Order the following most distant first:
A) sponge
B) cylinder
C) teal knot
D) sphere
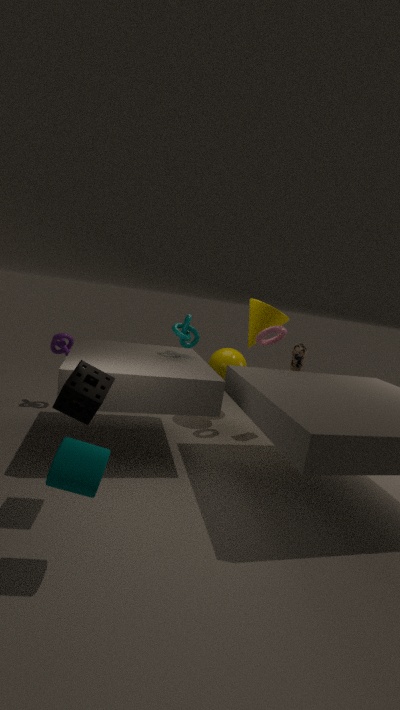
sphere < teal knot < sponge < cylinder
